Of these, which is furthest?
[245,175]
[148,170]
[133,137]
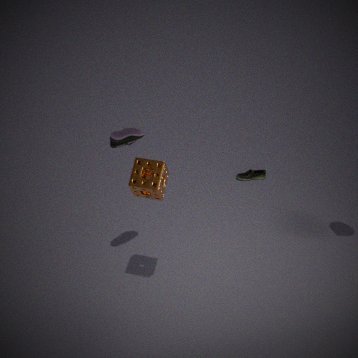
[245,175]
